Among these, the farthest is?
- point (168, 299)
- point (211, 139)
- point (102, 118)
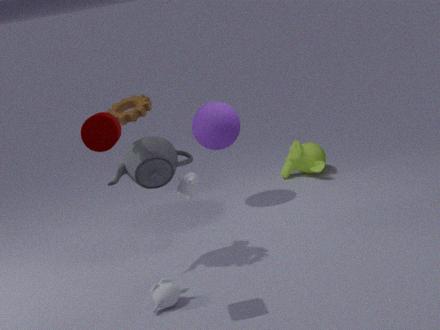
point (211, 139)
